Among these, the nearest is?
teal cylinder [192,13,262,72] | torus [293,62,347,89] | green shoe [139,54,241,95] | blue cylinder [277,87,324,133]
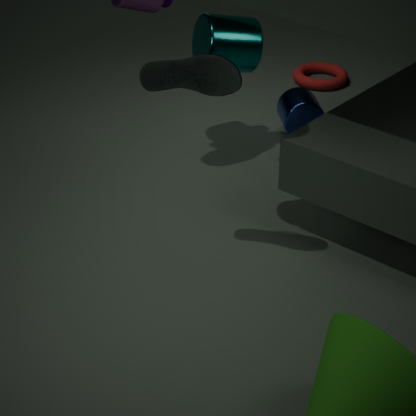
green shoe [139,54,241,95]
